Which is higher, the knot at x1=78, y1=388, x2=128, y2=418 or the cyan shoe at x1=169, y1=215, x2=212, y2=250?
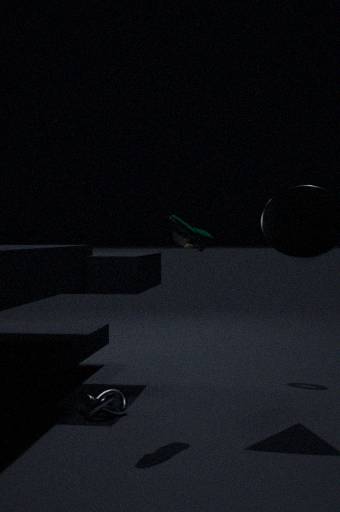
the cyan shoe at x1=169, y1=215, x2=212, y2=250
